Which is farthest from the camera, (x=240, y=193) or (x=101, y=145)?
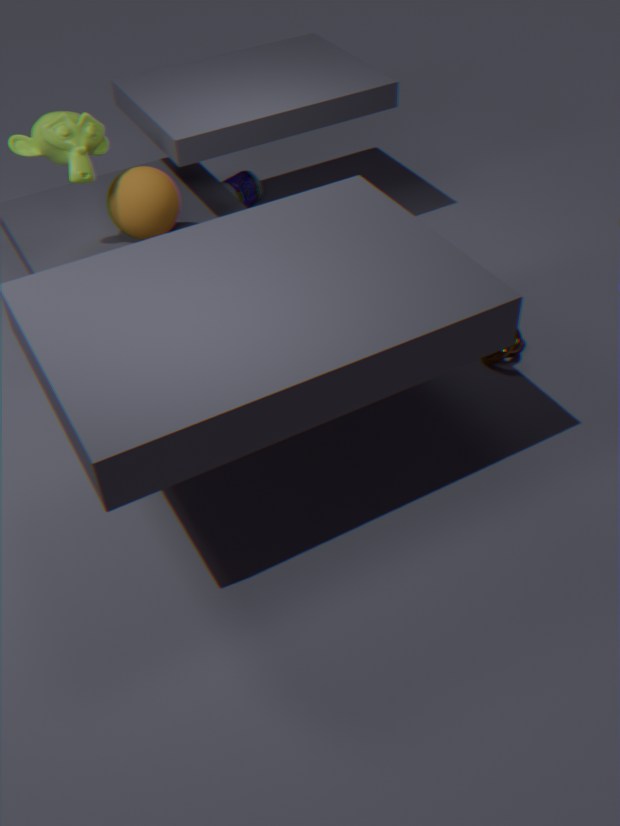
(x=240, y=193)
